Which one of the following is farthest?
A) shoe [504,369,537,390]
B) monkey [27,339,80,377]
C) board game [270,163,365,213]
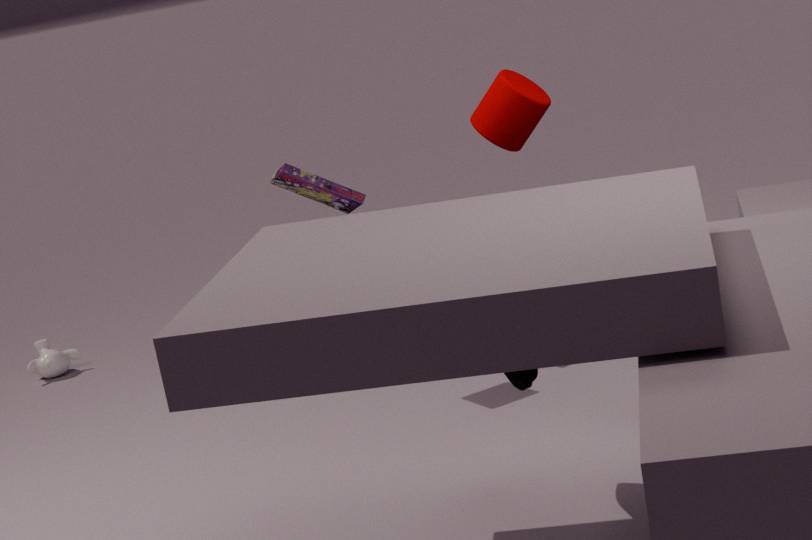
monkey [27,339,80,377]
